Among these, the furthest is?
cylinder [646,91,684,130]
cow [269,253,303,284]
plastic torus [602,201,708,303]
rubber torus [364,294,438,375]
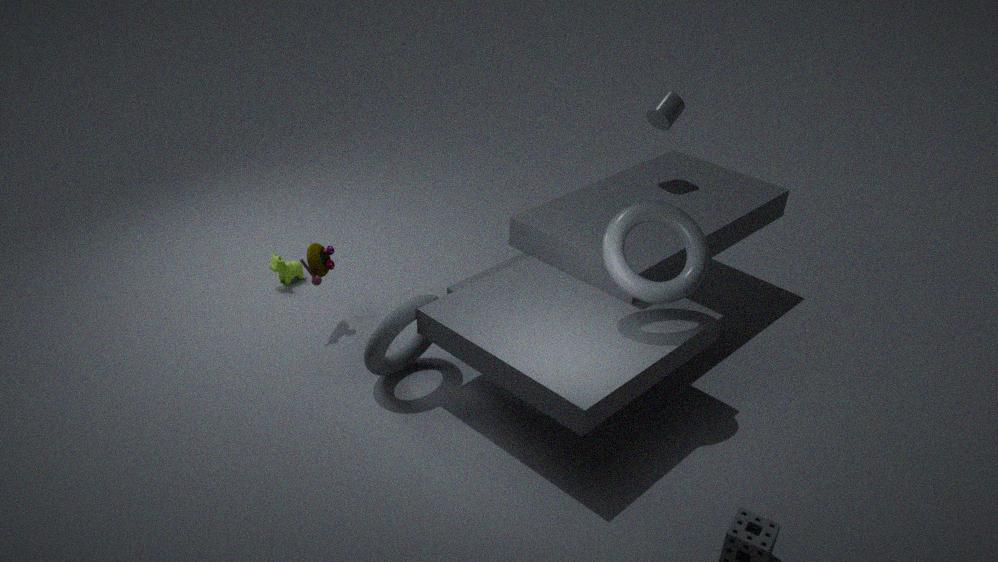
cow [269,253,303,284]
